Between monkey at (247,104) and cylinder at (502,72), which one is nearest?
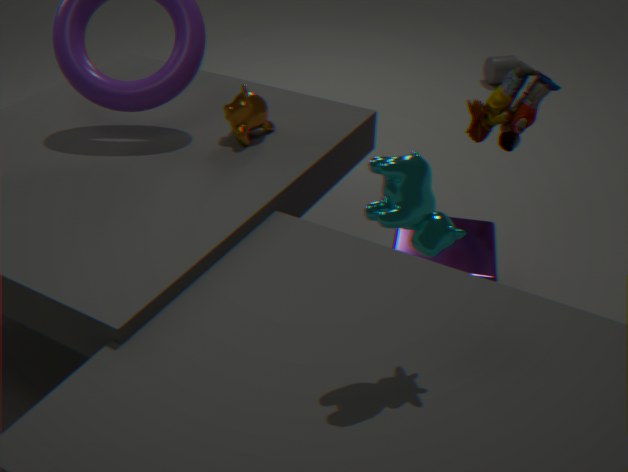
monkey at (247,104)
